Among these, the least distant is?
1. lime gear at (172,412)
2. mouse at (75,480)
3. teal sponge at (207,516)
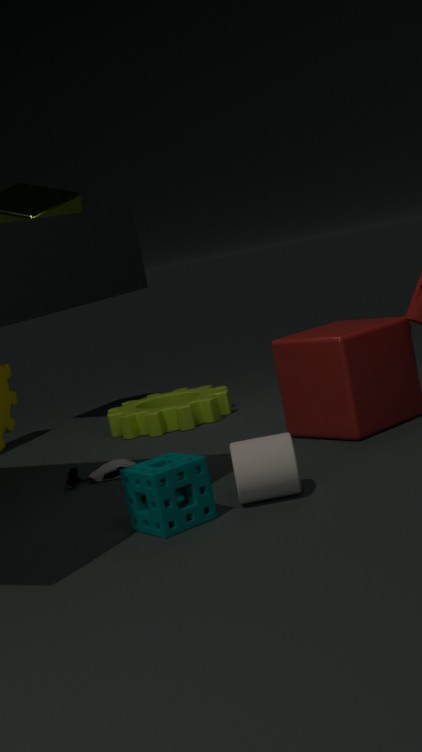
teal sponge at (207,516)
